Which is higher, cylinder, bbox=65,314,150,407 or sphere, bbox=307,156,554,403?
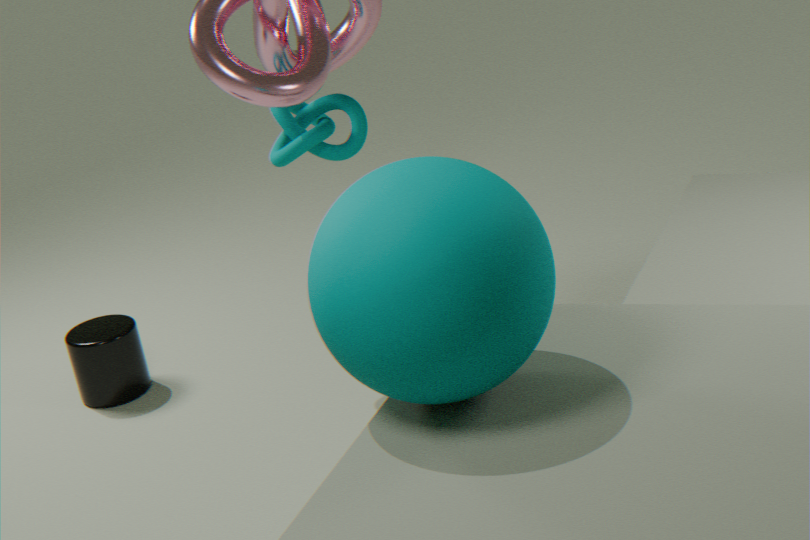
sphere, bbox=307,156,554,403
